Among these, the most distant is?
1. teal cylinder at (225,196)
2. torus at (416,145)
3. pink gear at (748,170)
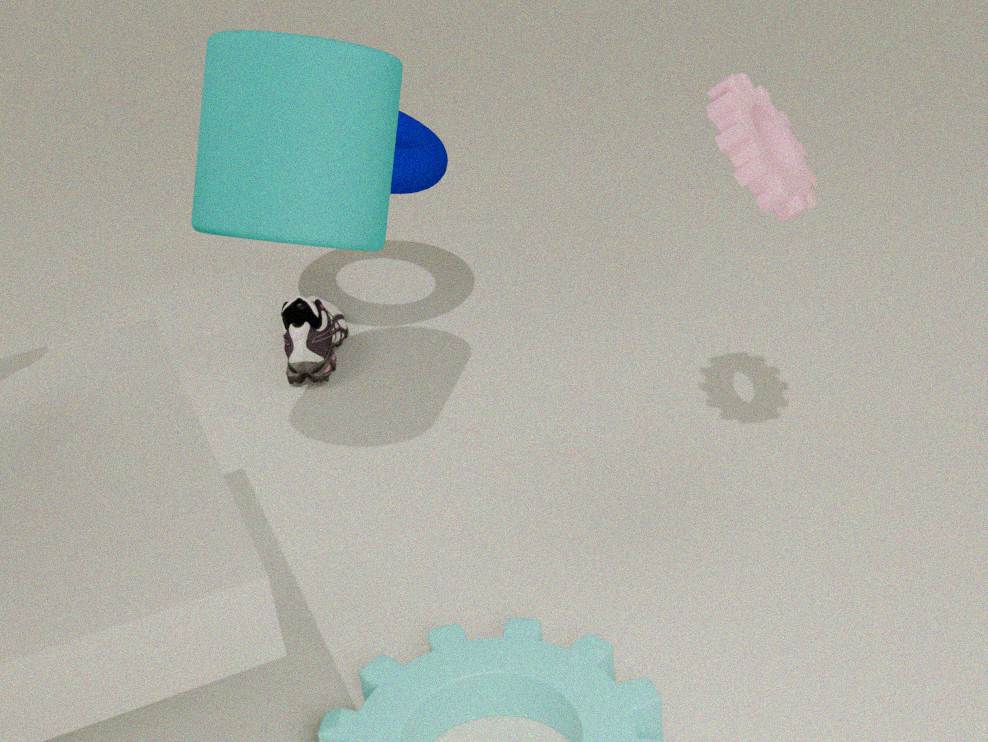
torus at (416,145)
